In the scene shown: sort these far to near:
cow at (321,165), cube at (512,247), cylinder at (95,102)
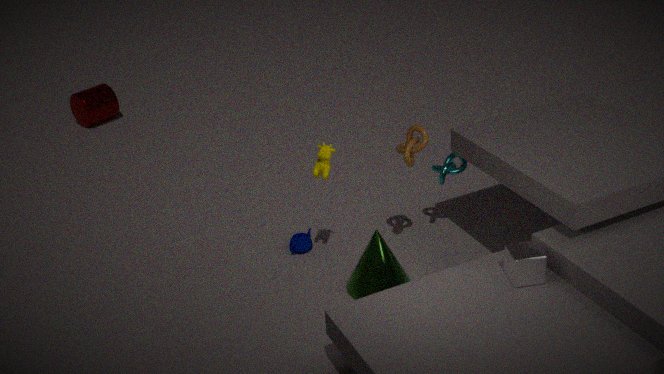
cylinder at (95,102) → cow at (321,165) → cube at (512,247)
